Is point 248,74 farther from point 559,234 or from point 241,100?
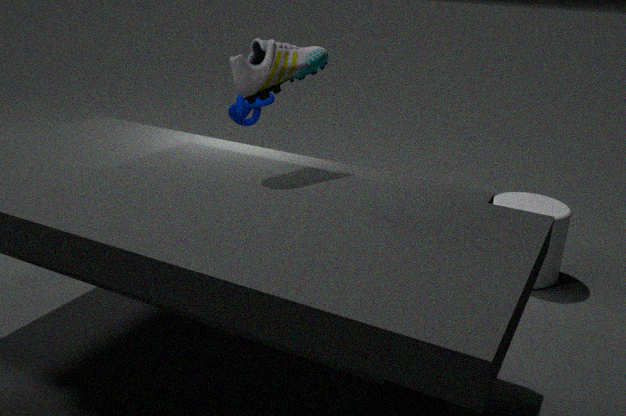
point 559,234
